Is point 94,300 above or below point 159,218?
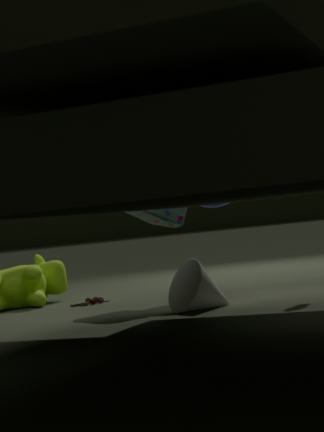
below
